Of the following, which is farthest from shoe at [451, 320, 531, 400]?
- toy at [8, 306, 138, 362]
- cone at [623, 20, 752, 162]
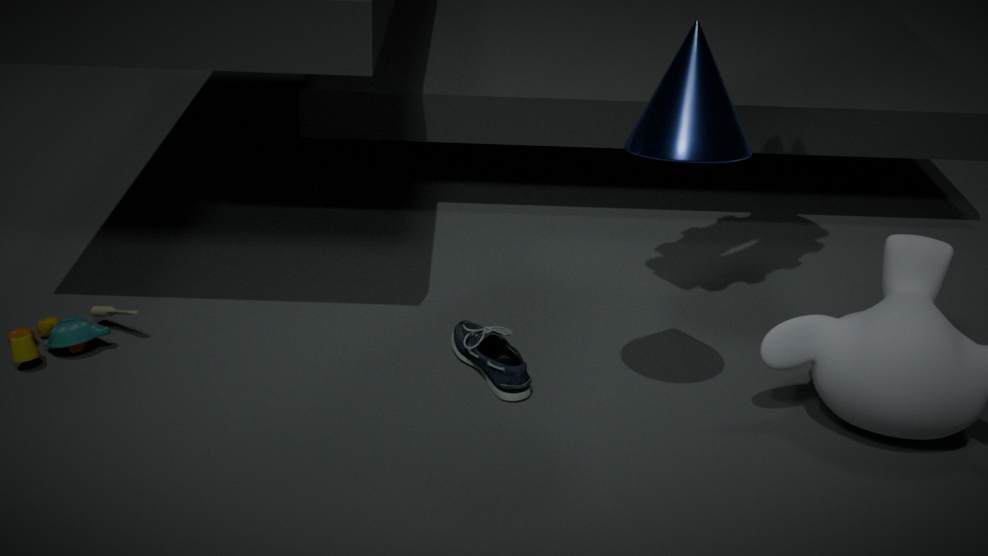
toy at [8, 306, 138, 362]
